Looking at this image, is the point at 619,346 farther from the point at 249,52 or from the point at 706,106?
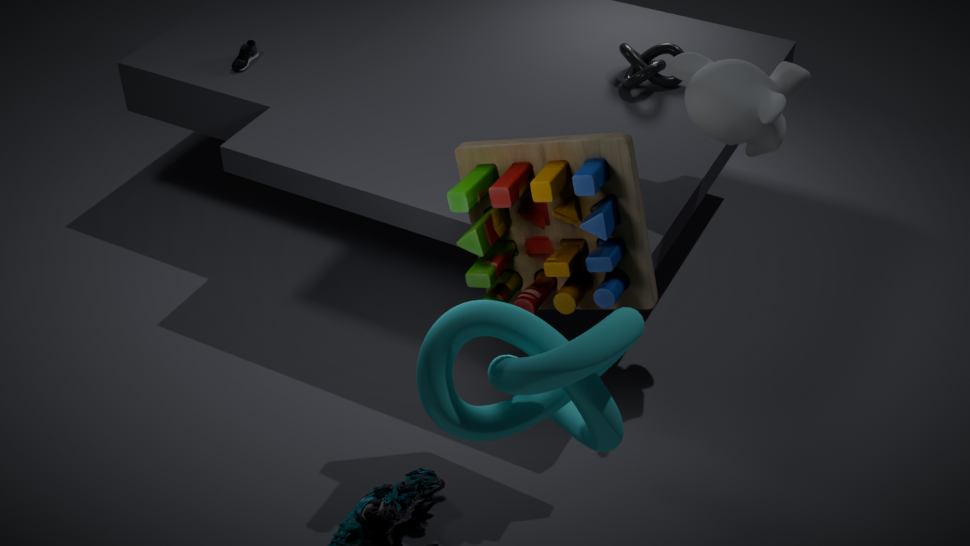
the point at 249,52
